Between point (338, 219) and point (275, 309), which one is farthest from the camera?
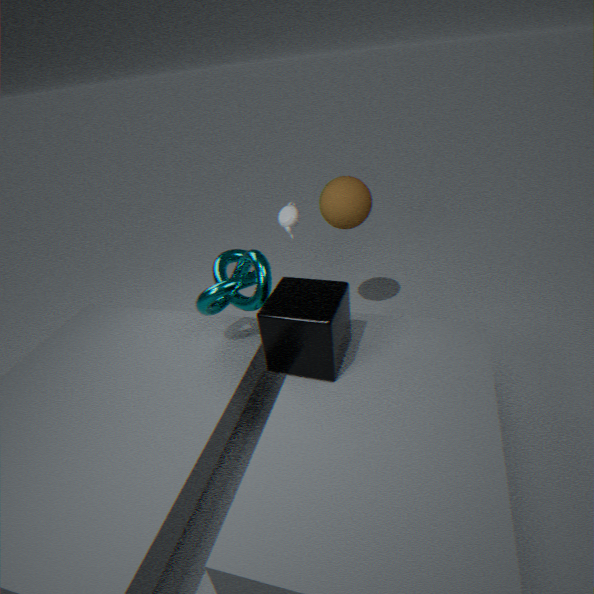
point (338, 219)
